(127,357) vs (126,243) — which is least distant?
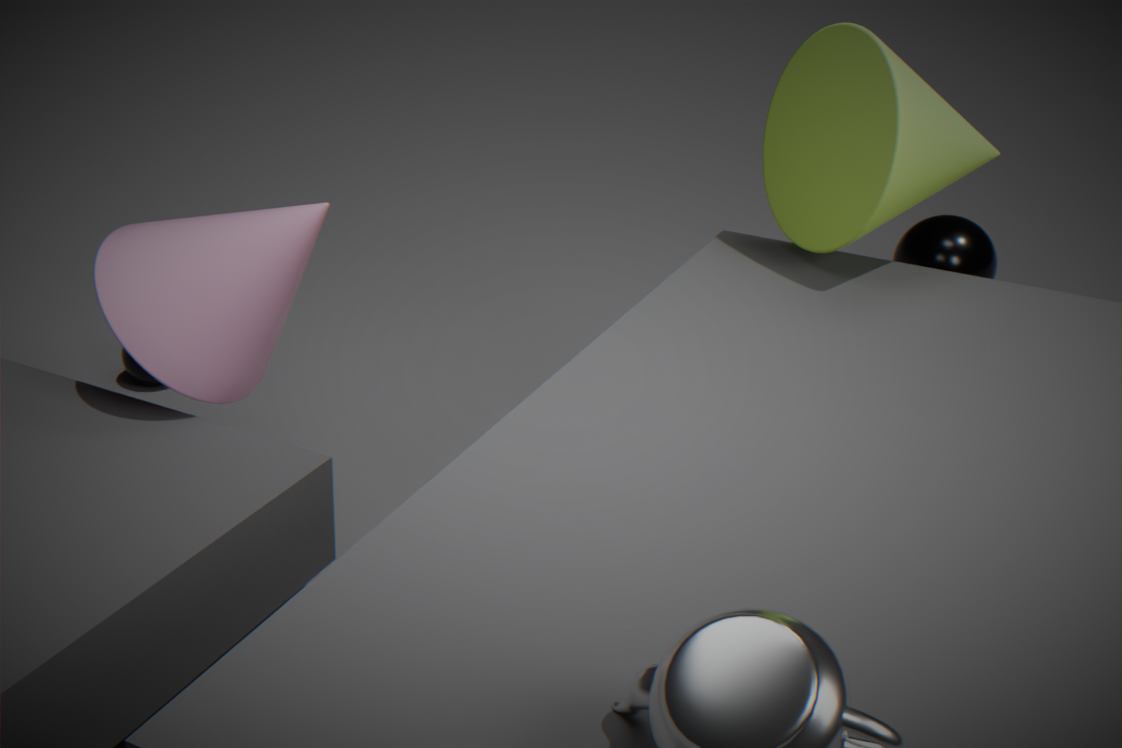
(126,243)
